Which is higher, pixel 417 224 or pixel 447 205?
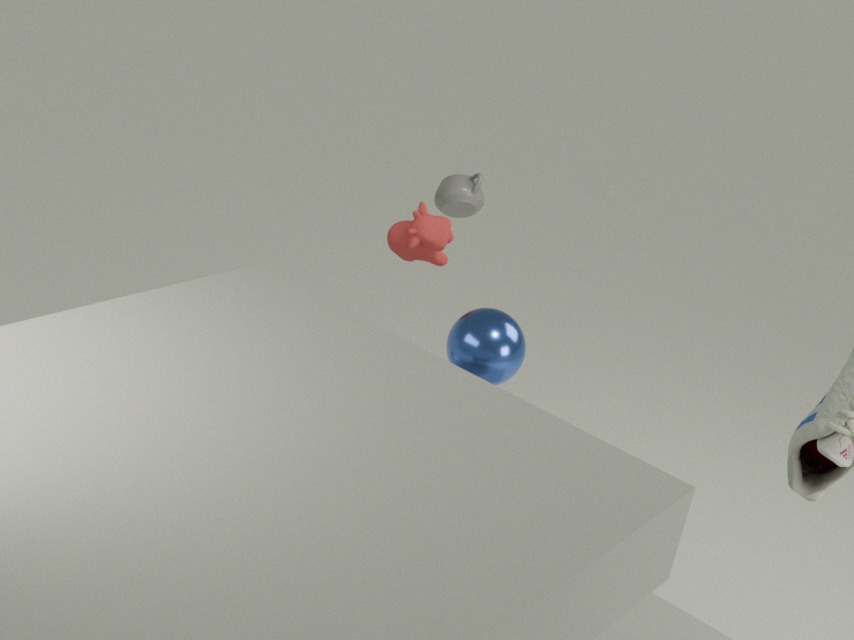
pixel 417 224
